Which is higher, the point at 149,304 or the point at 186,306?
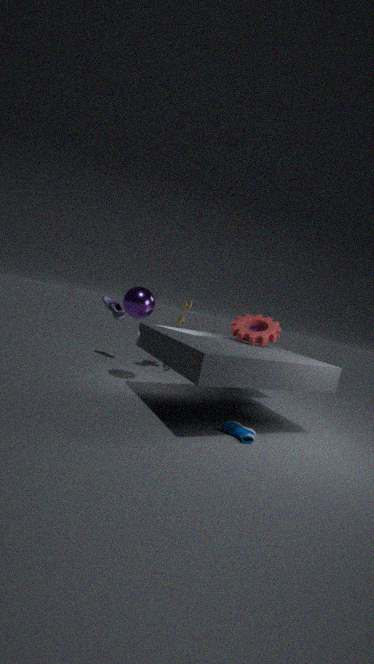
the point at 149,304
